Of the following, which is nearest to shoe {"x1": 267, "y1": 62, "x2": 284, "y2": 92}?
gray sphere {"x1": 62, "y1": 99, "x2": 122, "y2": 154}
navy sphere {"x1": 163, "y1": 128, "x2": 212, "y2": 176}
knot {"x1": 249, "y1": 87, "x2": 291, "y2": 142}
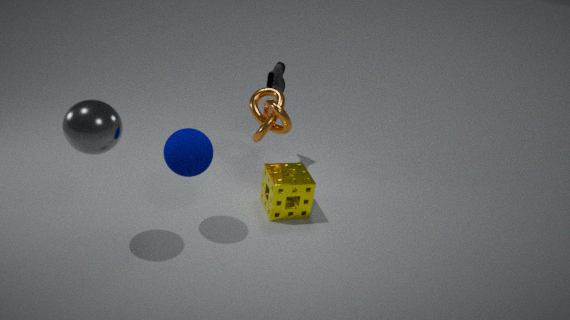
knot {"x1": 249, "y1": 87, "x2": 291, "y2": 142}
